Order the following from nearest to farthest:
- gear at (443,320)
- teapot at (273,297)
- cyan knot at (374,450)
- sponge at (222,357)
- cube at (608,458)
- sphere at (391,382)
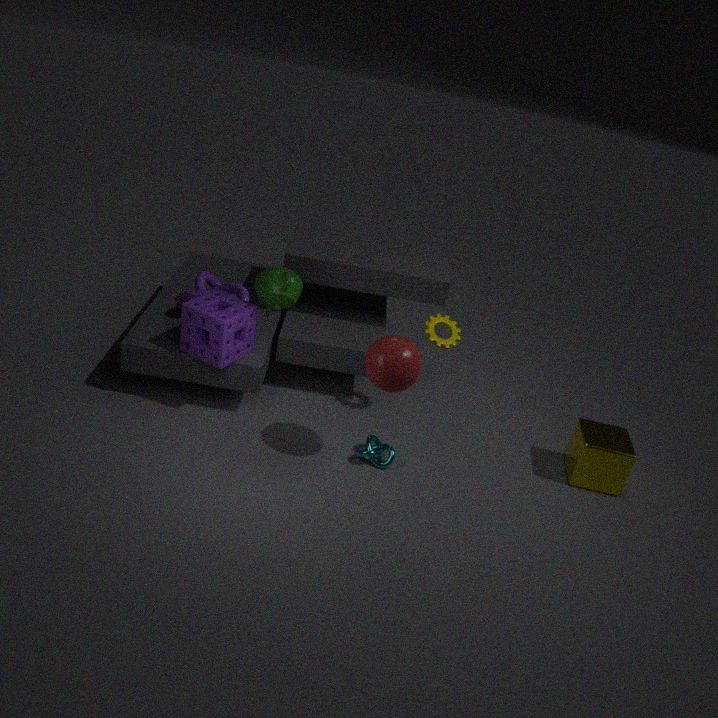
sphere at (391,382), sponge at (222,357), teapot at (273,297), cyan knot at (374,450), cube at (608,458), gear at (443,320)
